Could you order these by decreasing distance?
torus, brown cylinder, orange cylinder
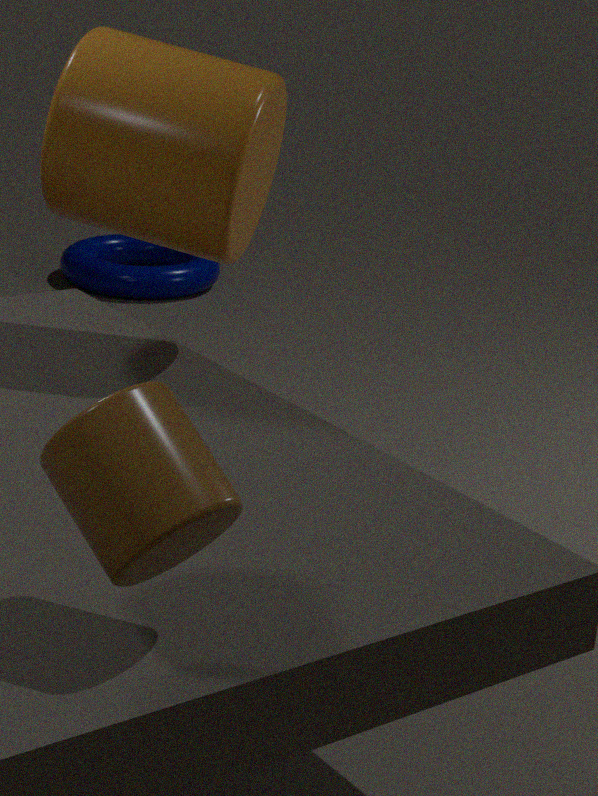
torus < orange cylinder < brown cylinder
